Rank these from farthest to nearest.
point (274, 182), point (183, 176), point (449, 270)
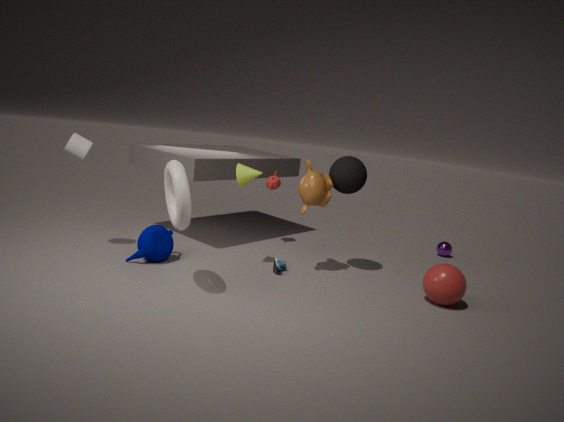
point (274, 182) < point (449, 270) < point (183, 176)
